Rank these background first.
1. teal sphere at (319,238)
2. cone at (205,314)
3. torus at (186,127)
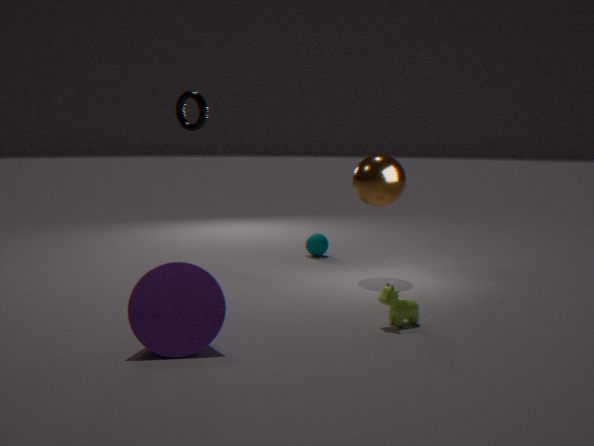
teal sphere at (319,238)
torus at (186,127)
cone at (205,314)
